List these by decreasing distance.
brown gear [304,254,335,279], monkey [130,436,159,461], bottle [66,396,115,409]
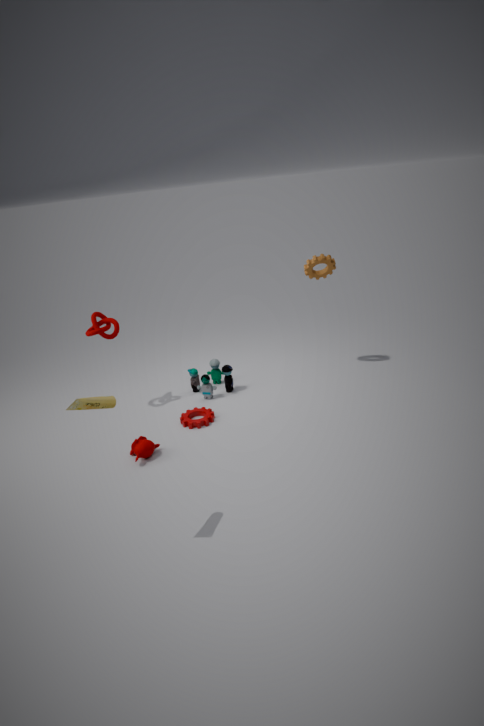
brown gear [304,254,335,279] → monkey [130,436,159,461] → bottle [66,396,115,409]
